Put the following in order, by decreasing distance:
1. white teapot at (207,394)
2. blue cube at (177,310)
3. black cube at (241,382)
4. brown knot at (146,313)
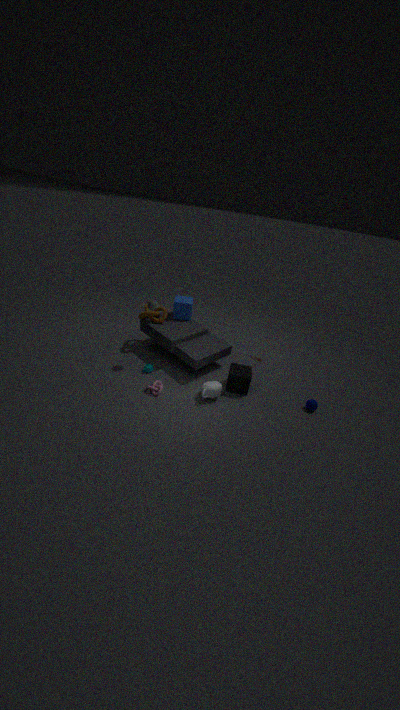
blue cube at (177,310) → brown knot at (146,313) → black cube at (241,382) → white teapot at (207,394)
